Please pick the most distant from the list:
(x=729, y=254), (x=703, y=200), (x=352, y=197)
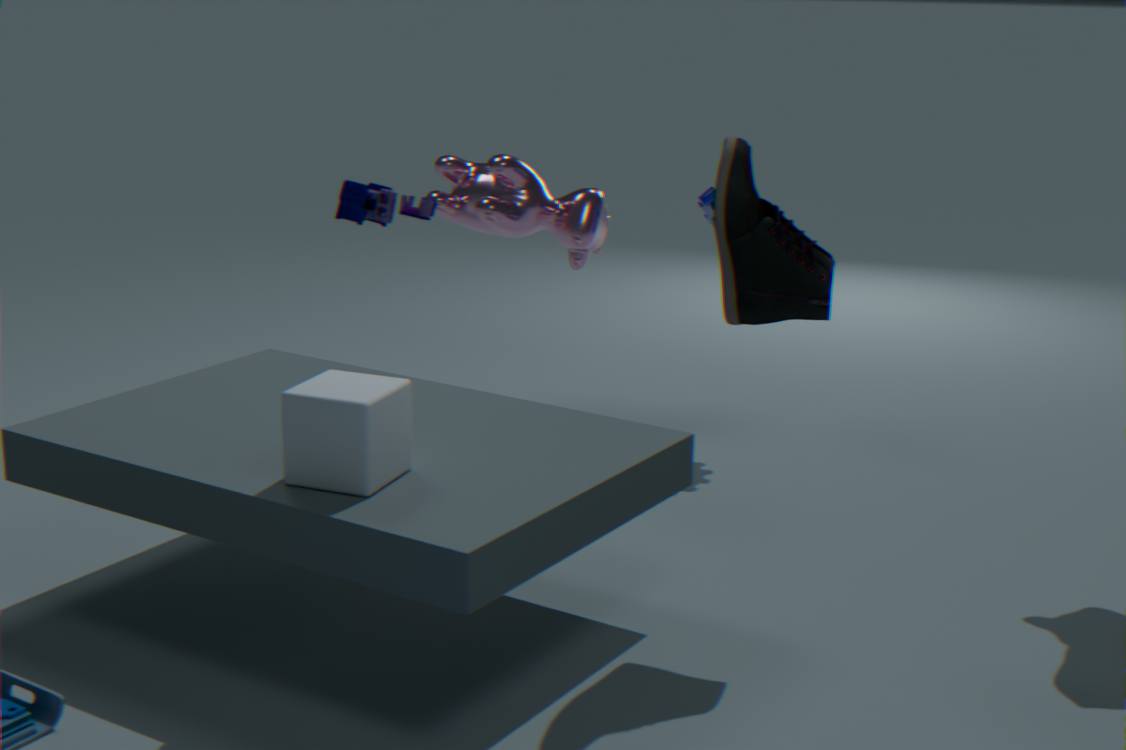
(x=703, y=200)
